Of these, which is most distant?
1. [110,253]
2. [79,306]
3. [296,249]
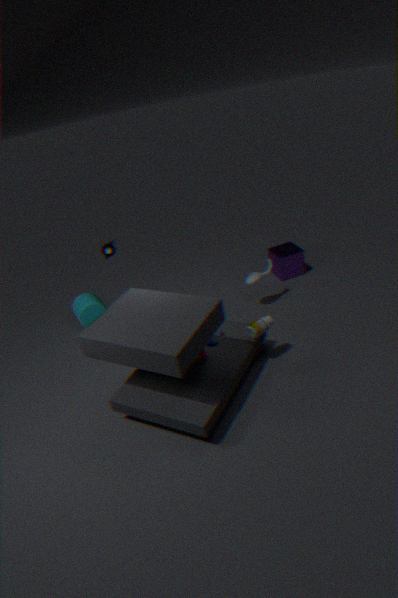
[296,249]
